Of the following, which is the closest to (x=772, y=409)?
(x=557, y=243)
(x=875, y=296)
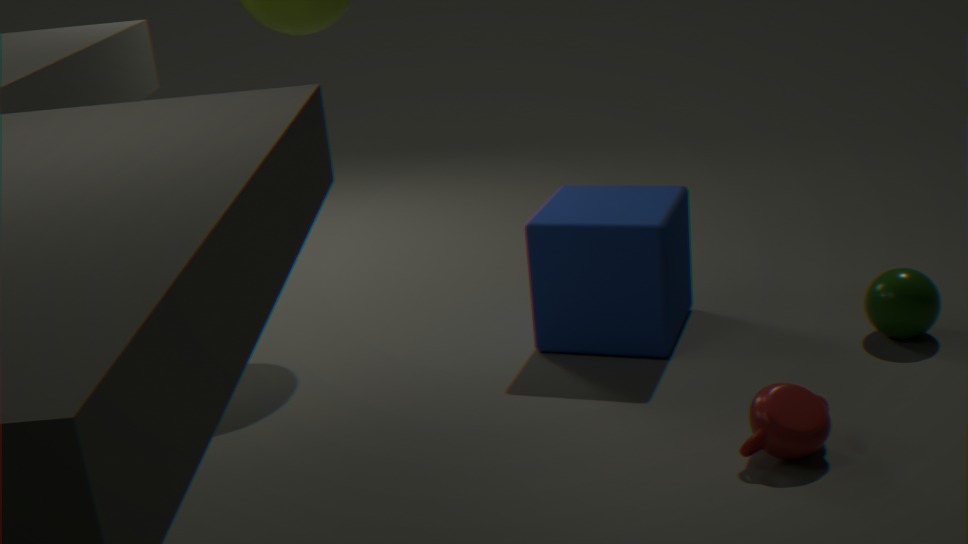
(x=875, y=296)
